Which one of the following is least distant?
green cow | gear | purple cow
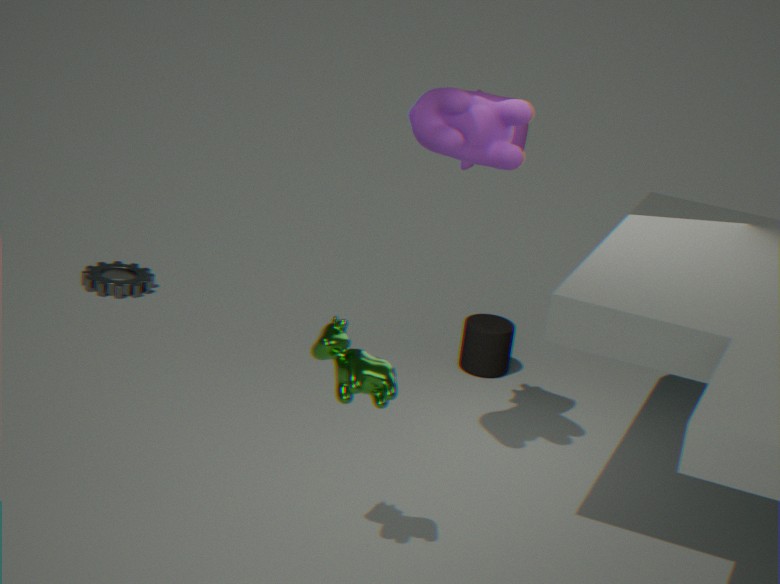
green cow
